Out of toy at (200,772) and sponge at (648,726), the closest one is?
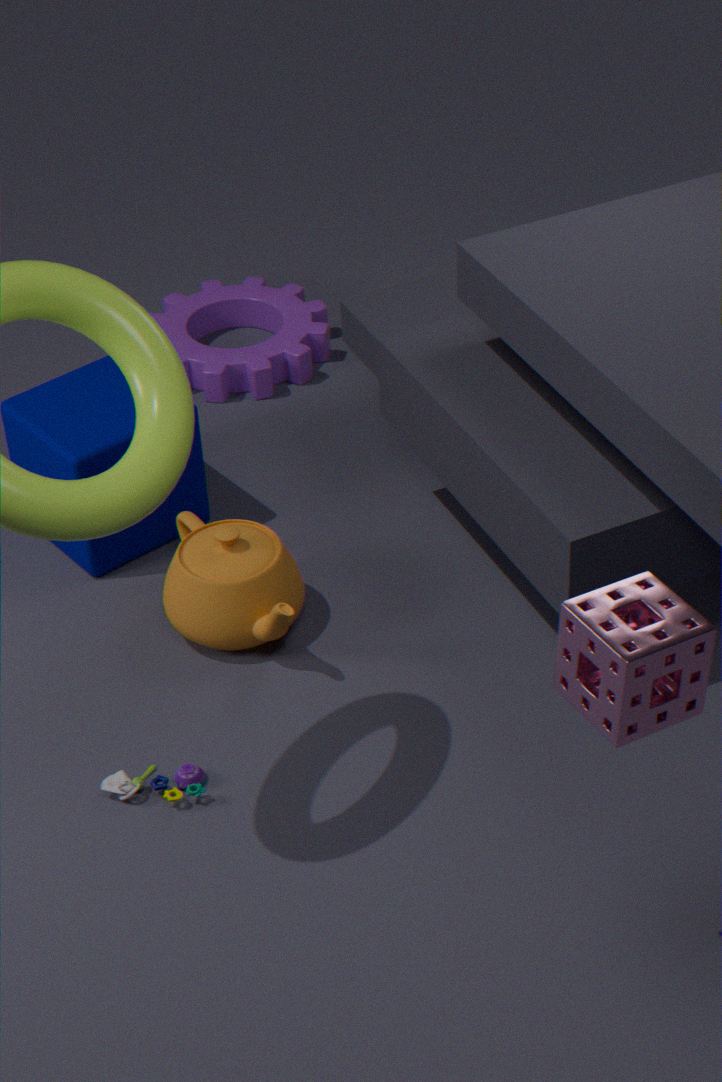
sponge at (648,726)
